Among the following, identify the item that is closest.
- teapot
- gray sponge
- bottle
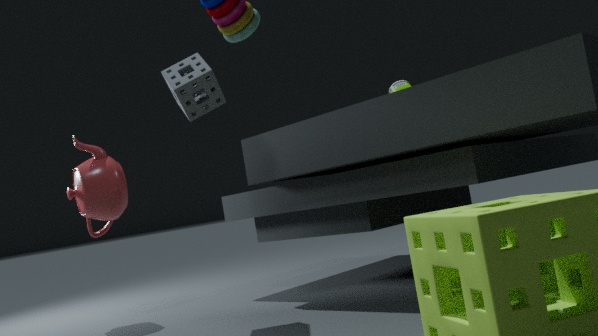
gray sponge
